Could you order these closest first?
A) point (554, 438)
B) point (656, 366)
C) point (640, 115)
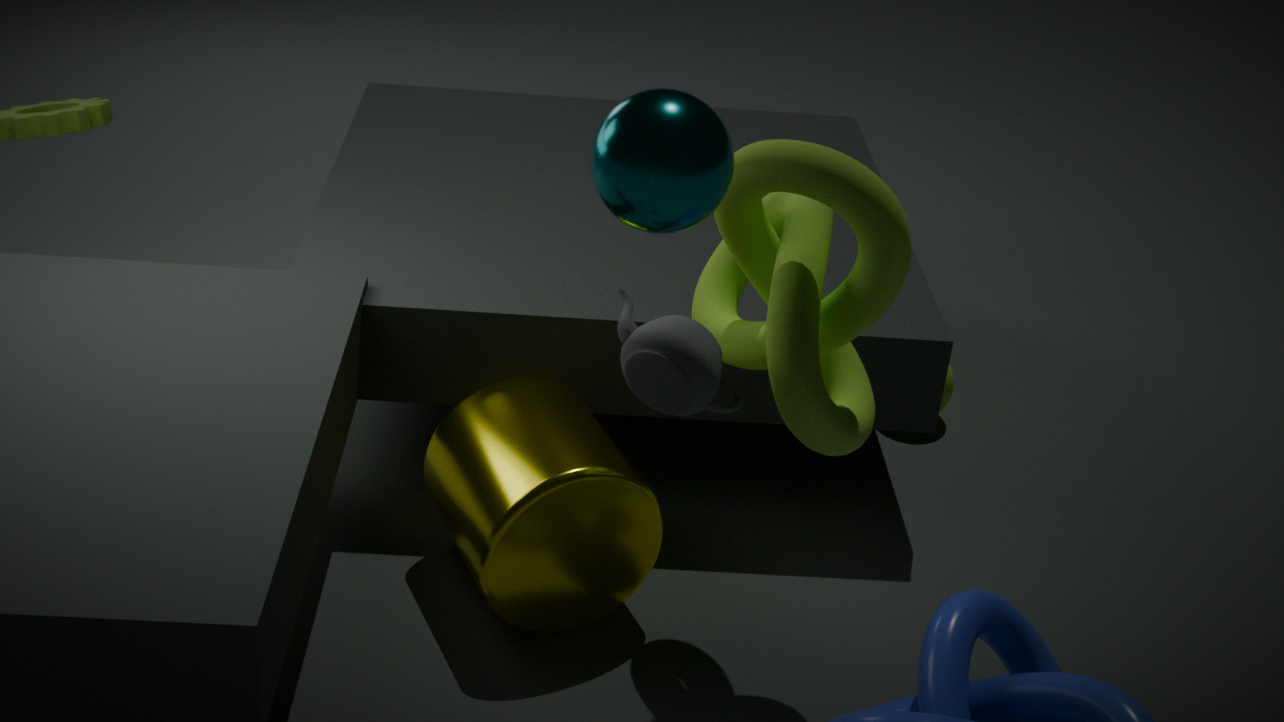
point (640, 115)
point (656, 366)
point (554, 438)
